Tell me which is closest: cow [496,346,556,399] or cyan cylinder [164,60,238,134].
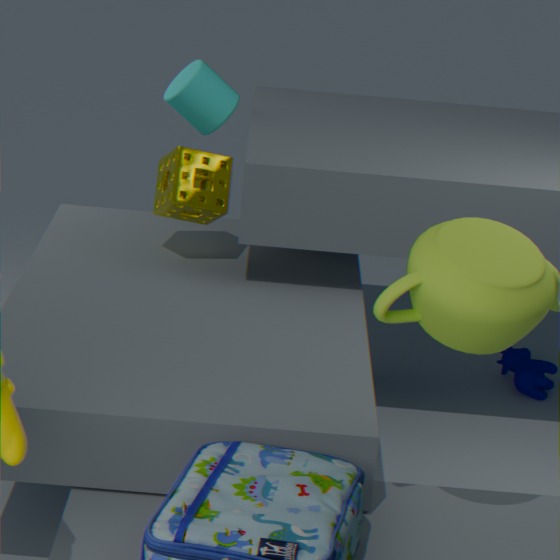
cyan cylinder [164,60,238,134]
